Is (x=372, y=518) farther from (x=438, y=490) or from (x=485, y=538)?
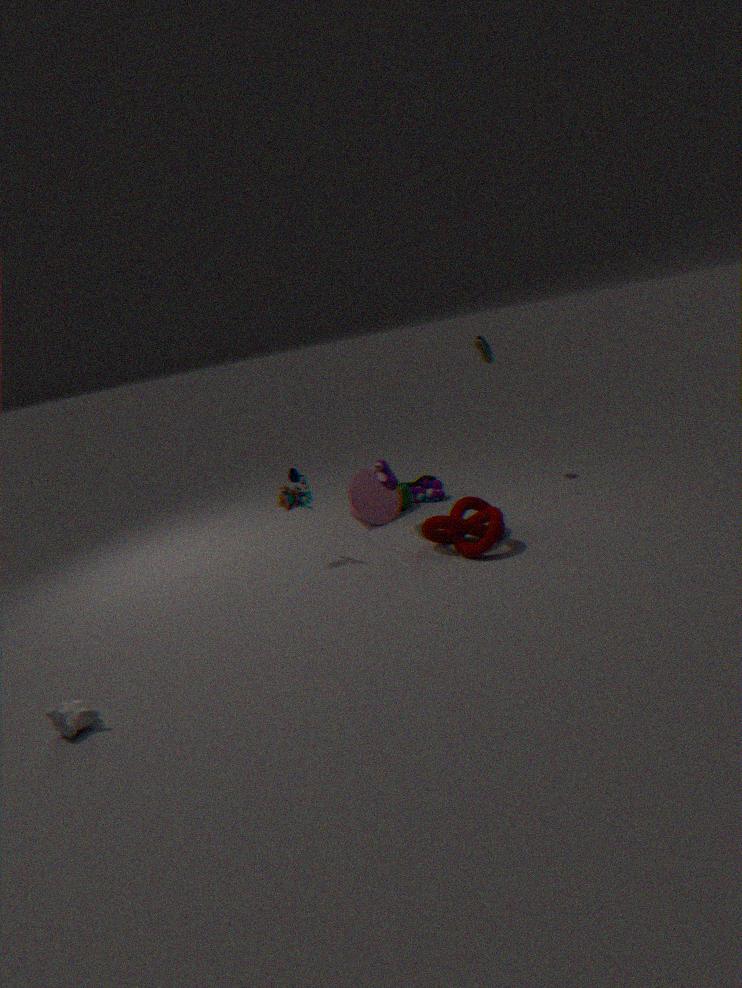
(x=485, y=538)
